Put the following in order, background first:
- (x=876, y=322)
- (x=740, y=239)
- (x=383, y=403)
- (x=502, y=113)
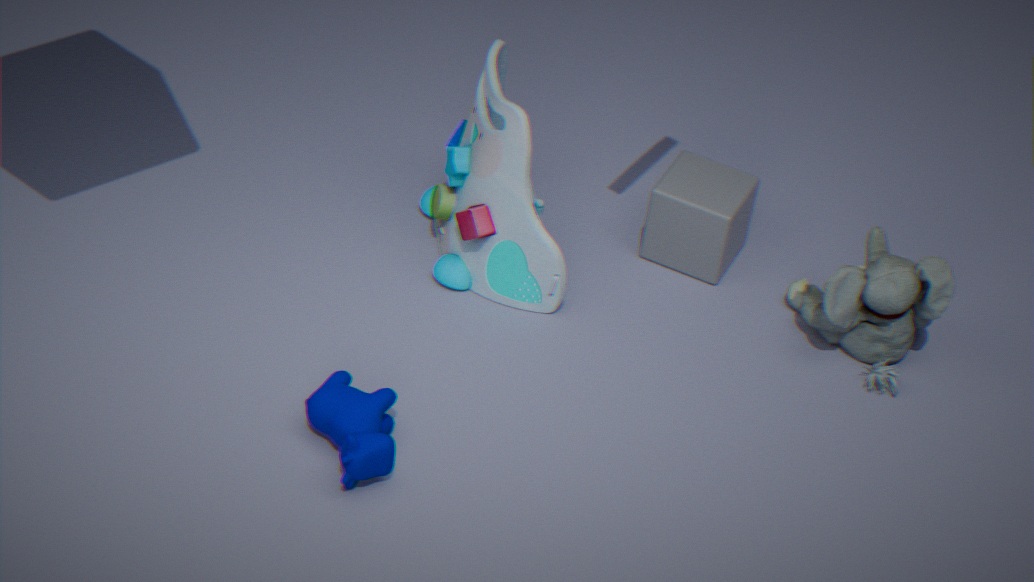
(x=740, y=239) < (x=876, y=322) < (x=502, y=113) < (x=383, y=403)
